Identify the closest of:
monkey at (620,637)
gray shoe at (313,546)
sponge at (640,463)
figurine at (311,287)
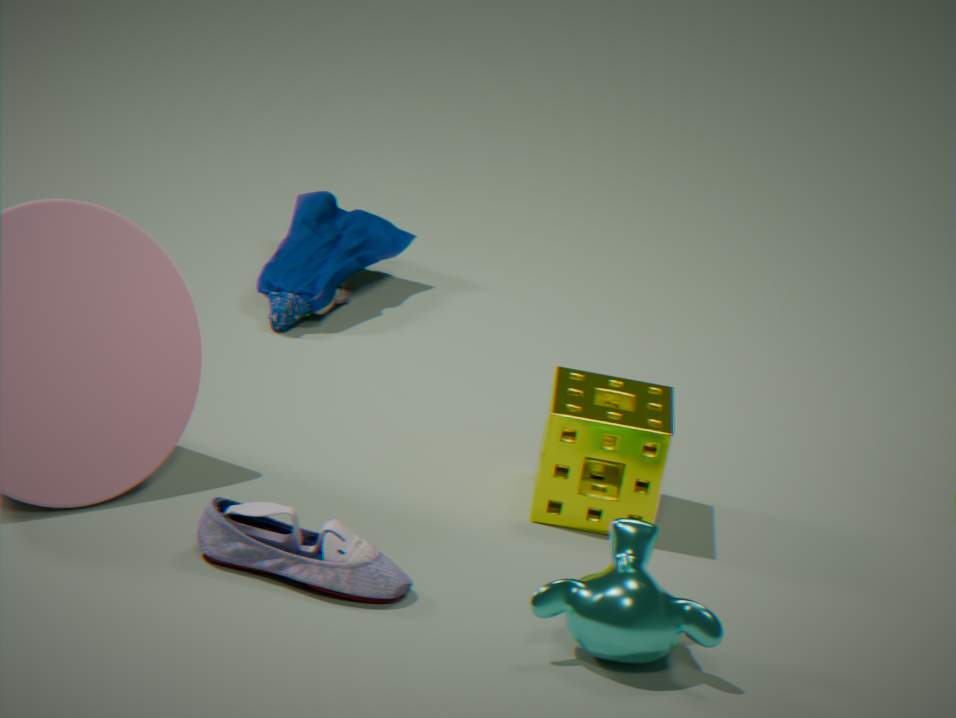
monkey at (620,637)
